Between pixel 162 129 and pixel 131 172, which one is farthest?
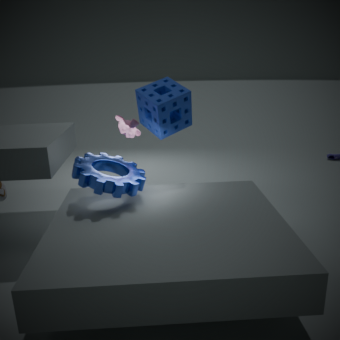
pixel 162 129
